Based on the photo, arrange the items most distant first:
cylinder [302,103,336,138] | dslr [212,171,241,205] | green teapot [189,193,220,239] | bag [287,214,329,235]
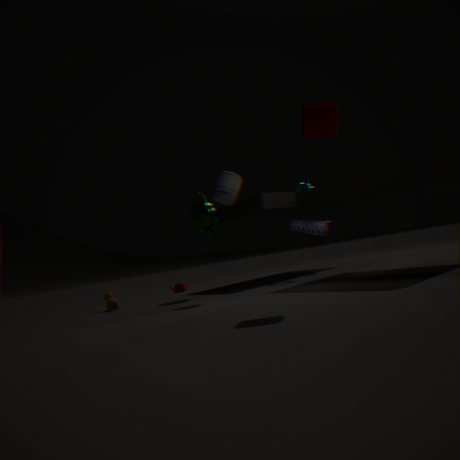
bag [287,214,329,235] < green teapot [189,193,220,239] < dslr [212,171,241,205] < cylinder [302,103,336,138]
